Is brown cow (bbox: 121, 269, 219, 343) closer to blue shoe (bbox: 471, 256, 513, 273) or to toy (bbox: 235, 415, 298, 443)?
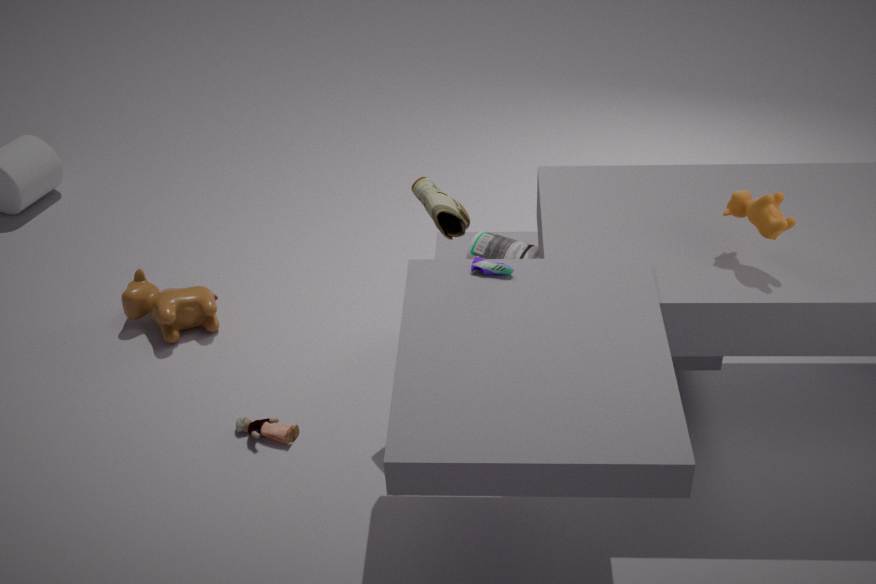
toy (bbox: 235, 415, 298, 443)
